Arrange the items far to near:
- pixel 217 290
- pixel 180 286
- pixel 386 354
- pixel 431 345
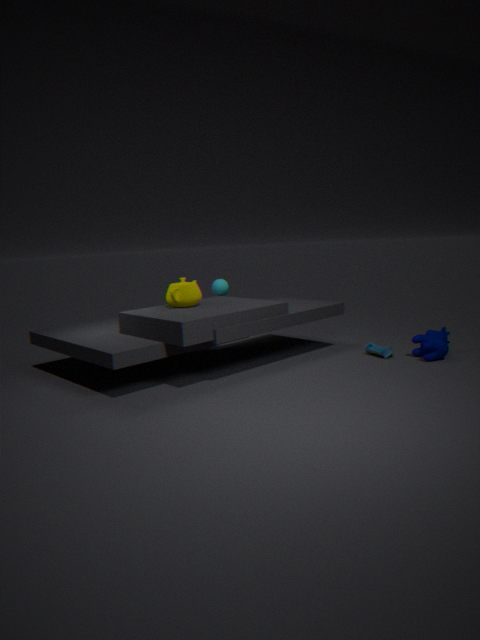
pixel 217 290, pixel 386 354, pixel 180 286, pixel 431 345
